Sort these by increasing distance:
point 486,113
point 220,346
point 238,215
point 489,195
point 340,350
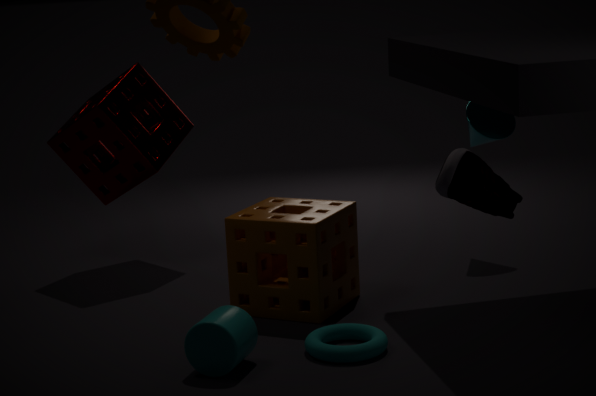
point 489,195
point 220,346
point 340,350
point 238,215
point 486,113
